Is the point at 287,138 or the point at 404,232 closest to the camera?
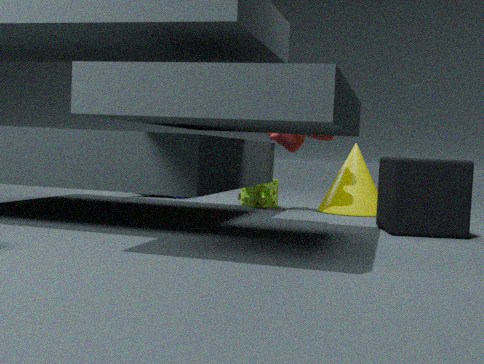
the point at 404,232
